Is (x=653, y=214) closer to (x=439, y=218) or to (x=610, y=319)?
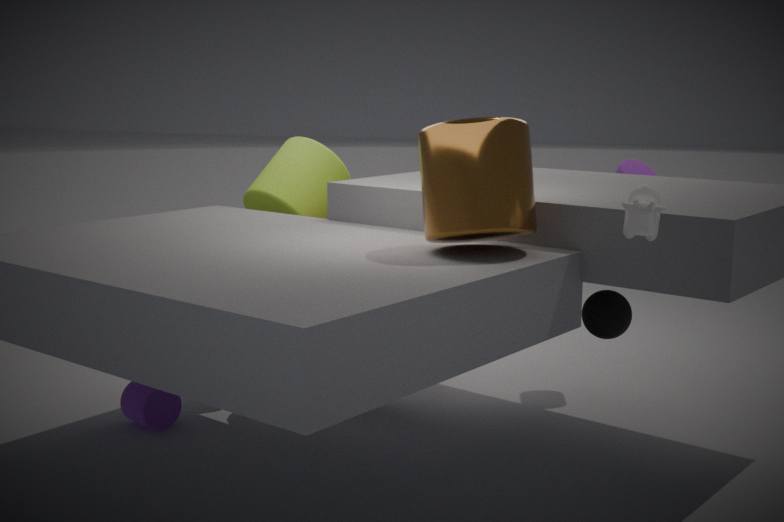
(x=439, y=218)
